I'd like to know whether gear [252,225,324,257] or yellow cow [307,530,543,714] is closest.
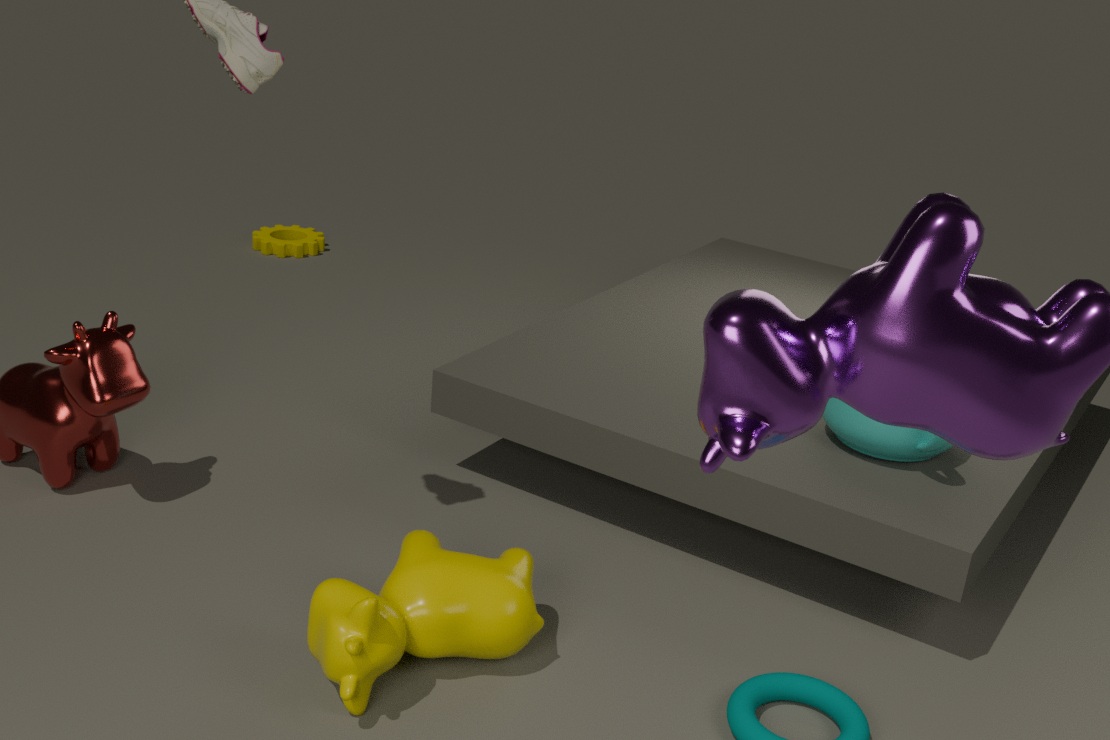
yellow cow [307,530,543,714]
